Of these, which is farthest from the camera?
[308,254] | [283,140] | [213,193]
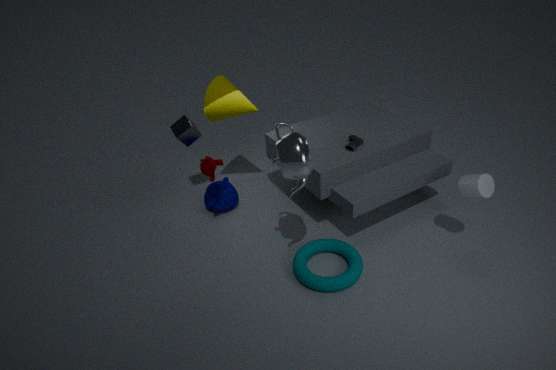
[213,193]
